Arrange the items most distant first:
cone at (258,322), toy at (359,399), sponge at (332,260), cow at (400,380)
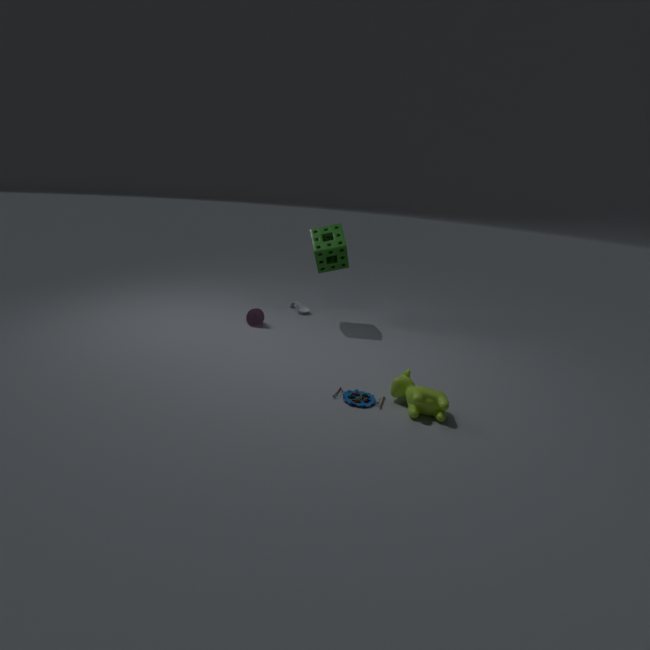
cone at (258,322)
sponge at (332,260)
toy at (359,399)
cow at (400,380)
